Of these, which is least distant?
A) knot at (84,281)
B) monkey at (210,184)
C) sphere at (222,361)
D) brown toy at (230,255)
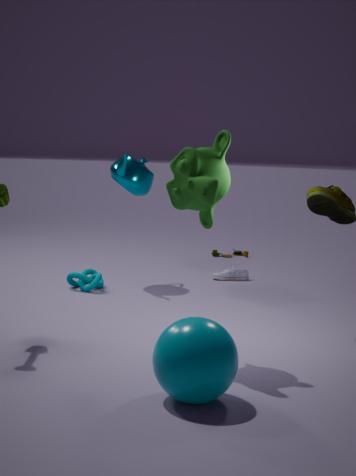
sphere at (222,361)
